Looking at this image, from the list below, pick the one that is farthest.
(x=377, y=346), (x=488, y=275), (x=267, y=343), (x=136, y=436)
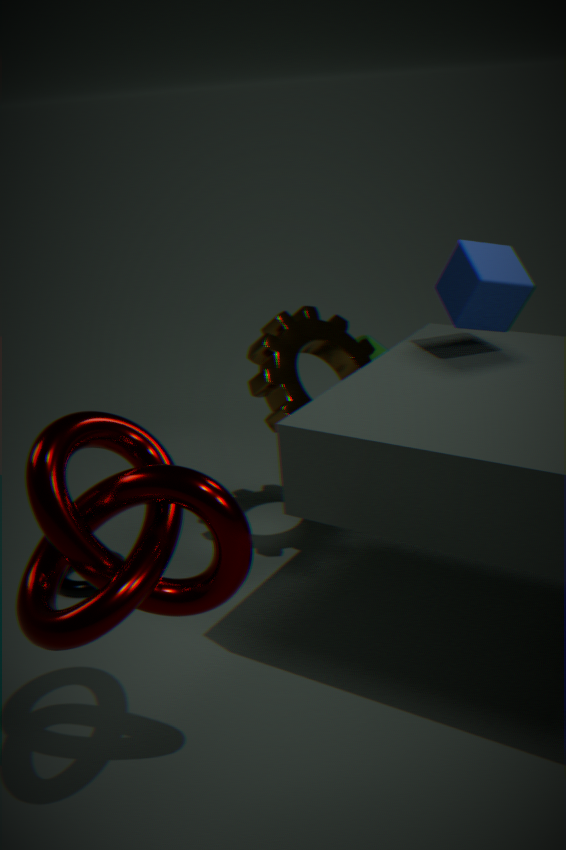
(x=377, y=346)
